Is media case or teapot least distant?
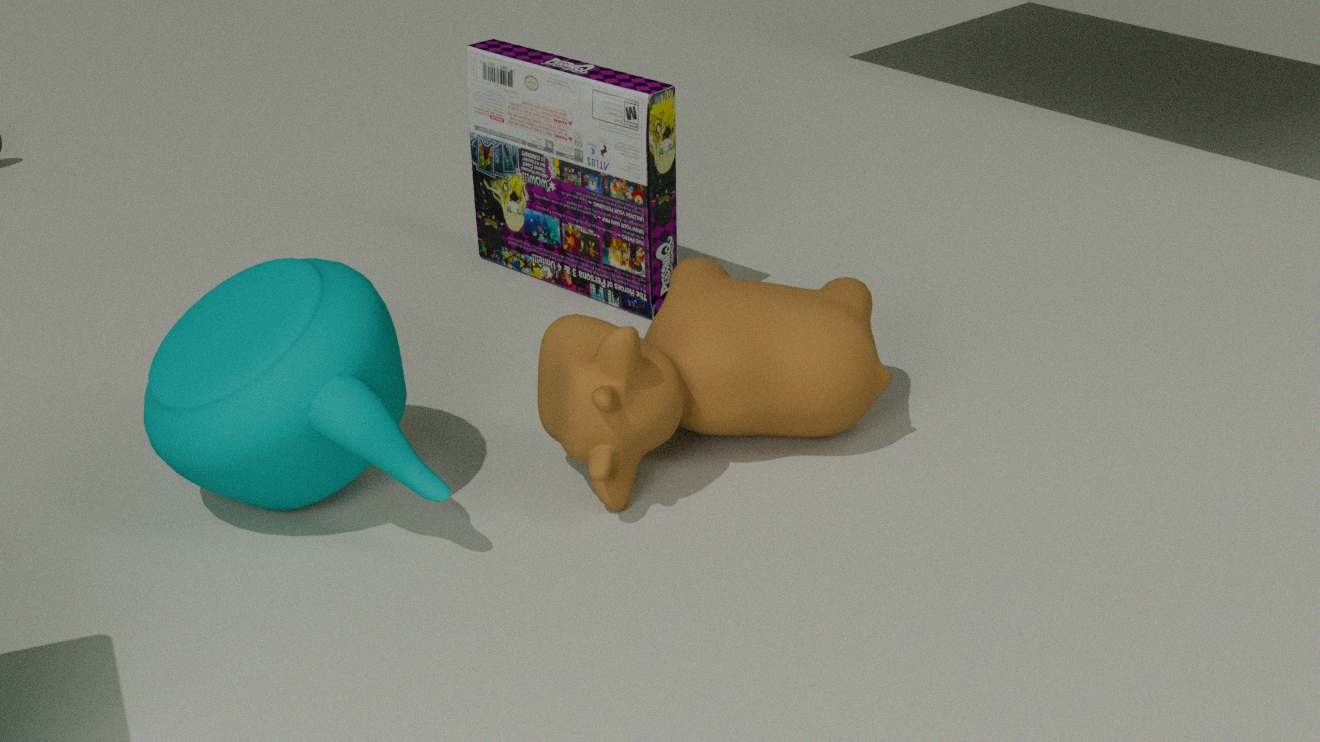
teapot
